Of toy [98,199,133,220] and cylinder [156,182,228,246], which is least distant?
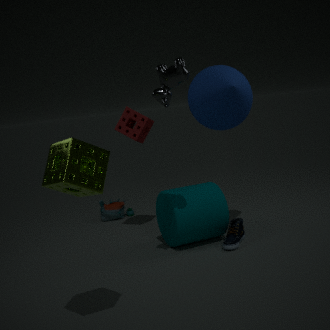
cylinder [156,182,228,246]
